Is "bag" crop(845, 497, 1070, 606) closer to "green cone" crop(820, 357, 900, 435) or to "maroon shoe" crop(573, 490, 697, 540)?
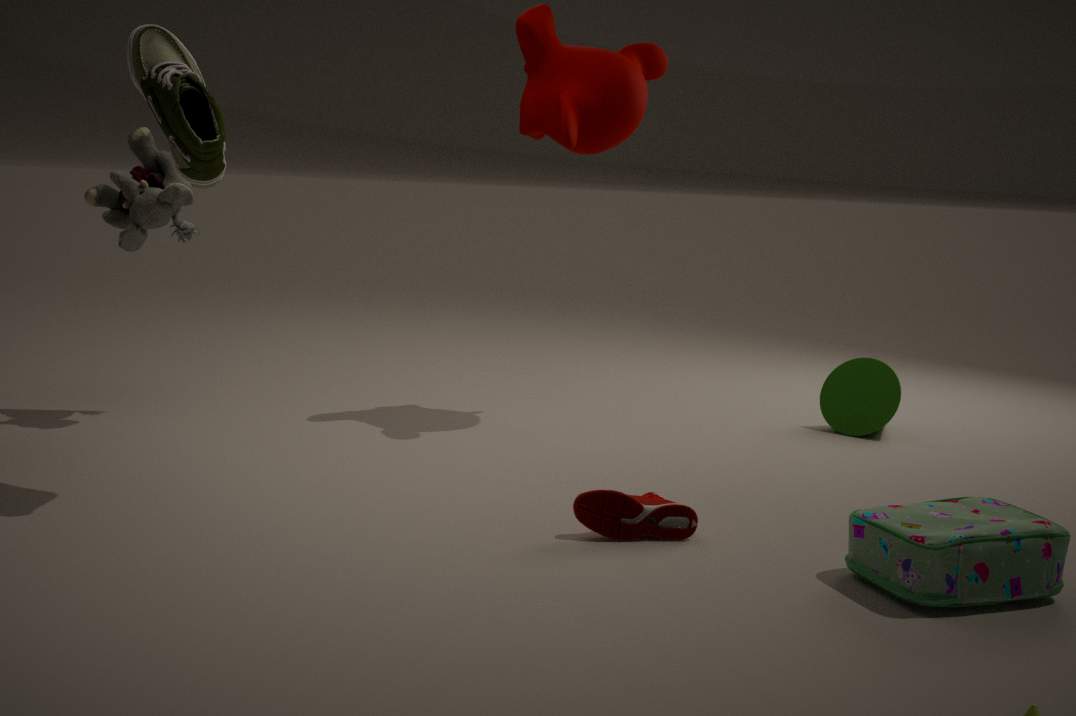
"maroon shoe" crop(573, 490, 697, 540)
